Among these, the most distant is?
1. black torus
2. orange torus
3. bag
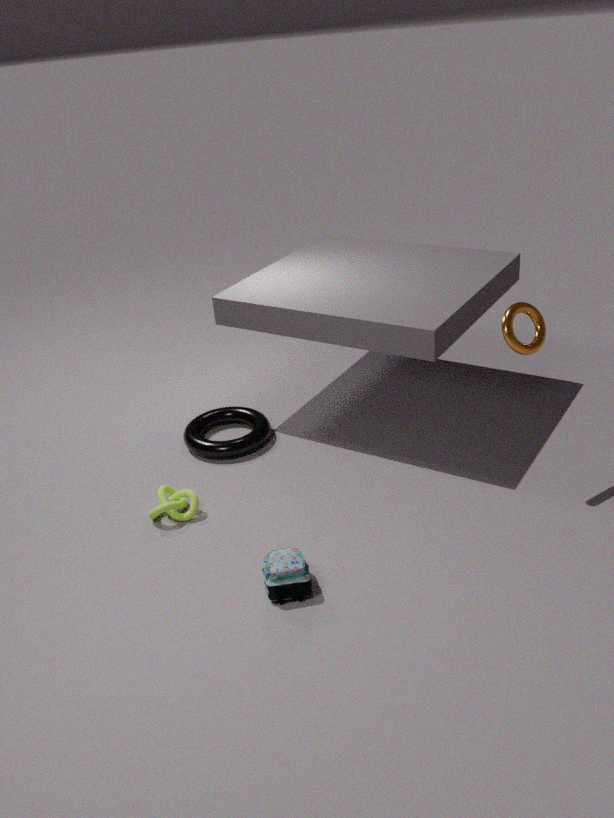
black torus
